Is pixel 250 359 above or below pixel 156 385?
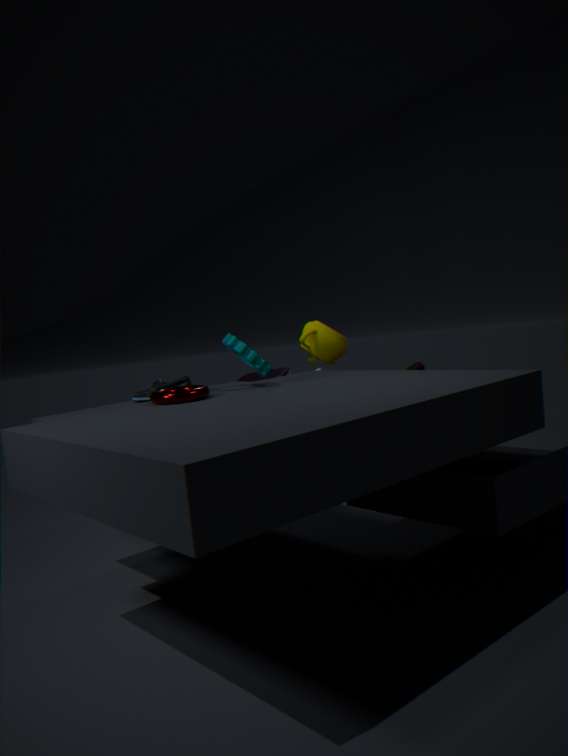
above
